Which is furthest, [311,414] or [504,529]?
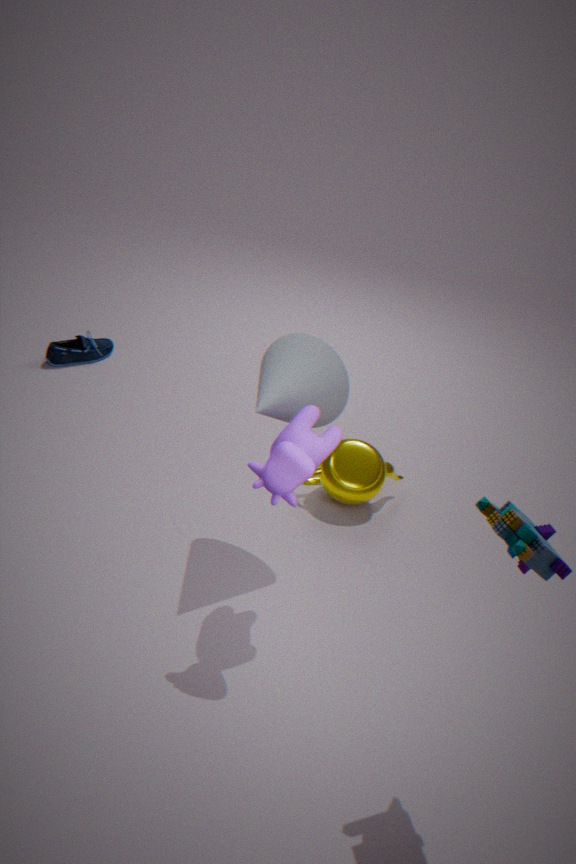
[311,414]
